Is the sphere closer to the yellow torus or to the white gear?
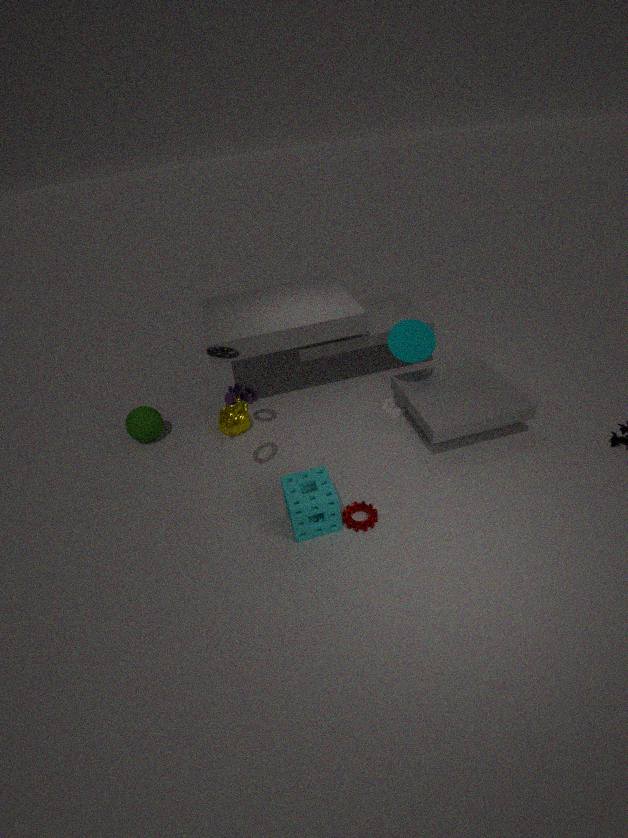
the yellow torus
